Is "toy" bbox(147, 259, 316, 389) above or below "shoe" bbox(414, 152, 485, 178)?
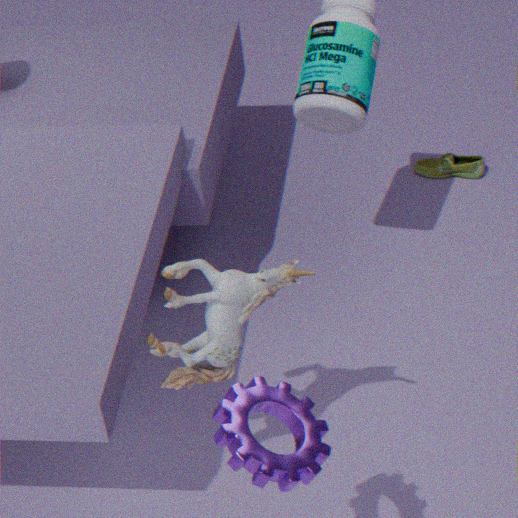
above
